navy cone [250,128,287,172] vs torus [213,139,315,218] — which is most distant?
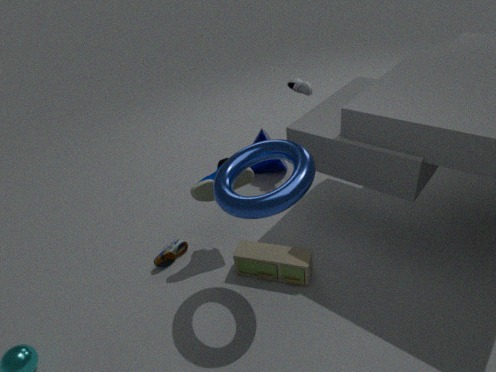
navy cone [250,128,287,172]
